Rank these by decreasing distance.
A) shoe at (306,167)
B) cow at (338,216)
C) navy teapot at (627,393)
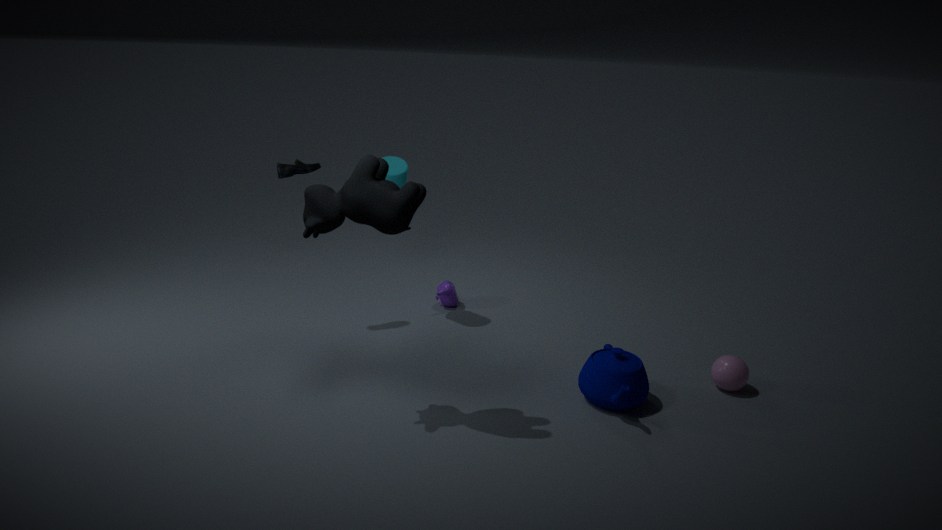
shoe at (306,167)
navy teapot at (627,393)
cow at (338,216)
